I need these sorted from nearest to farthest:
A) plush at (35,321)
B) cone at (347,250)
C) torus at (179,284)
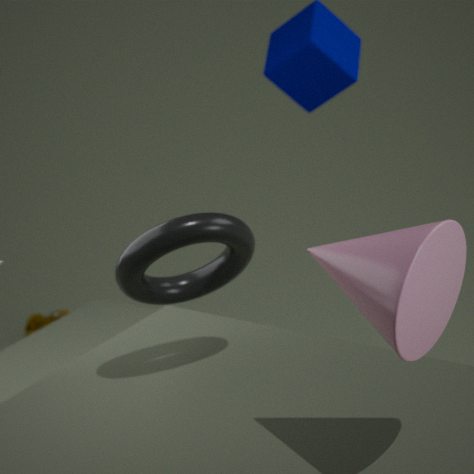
cone at (347,250) → torus at (179,284) → plush at (35,321)
